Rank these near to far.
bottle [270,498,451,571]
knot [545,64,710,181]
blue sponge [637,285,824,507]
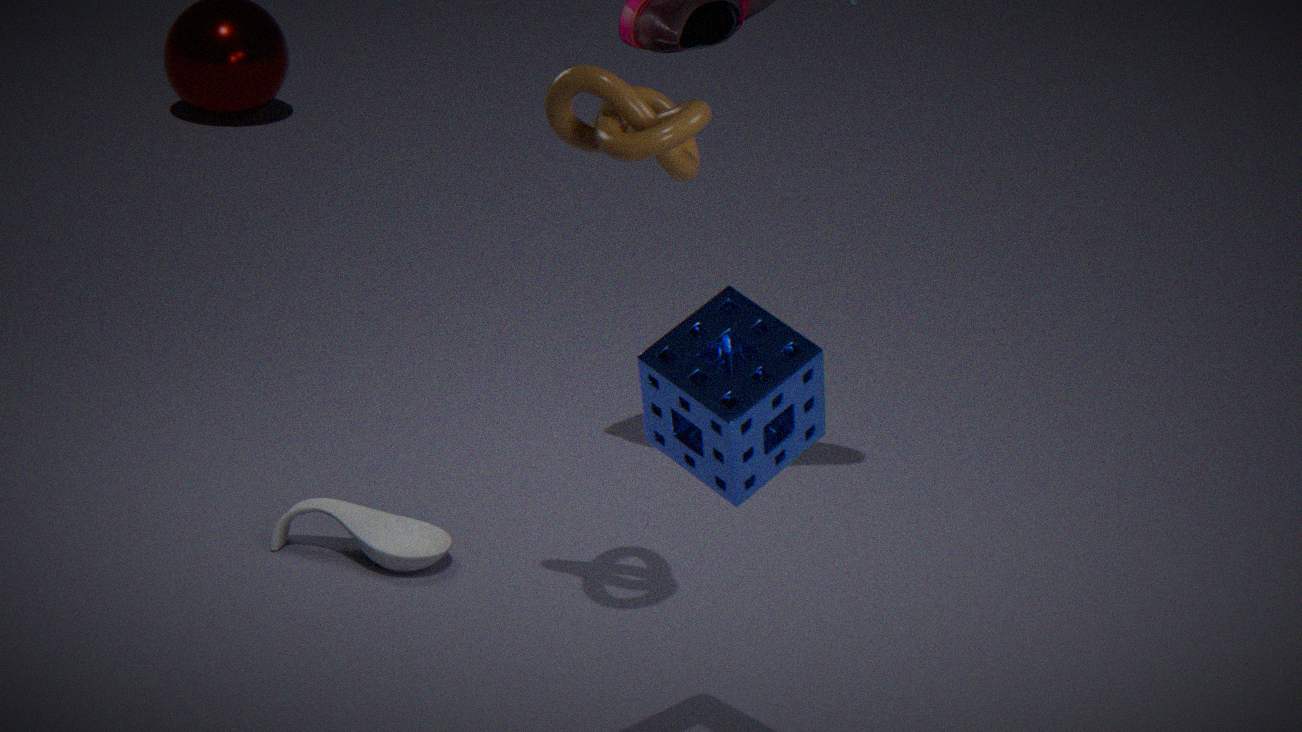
blue sponge [637,285,824,507] < knot [545,64,710,181] < bottle [270,498,451,571]
